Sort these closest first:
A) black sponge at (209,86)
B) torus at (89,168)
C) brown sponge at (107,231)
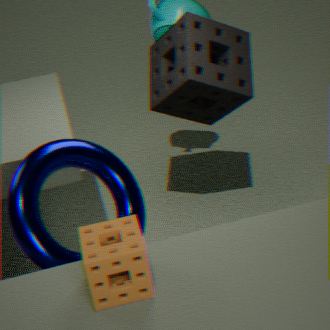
brown sponge at (107,231), torus at (89,168), black sponge at (209,86)
